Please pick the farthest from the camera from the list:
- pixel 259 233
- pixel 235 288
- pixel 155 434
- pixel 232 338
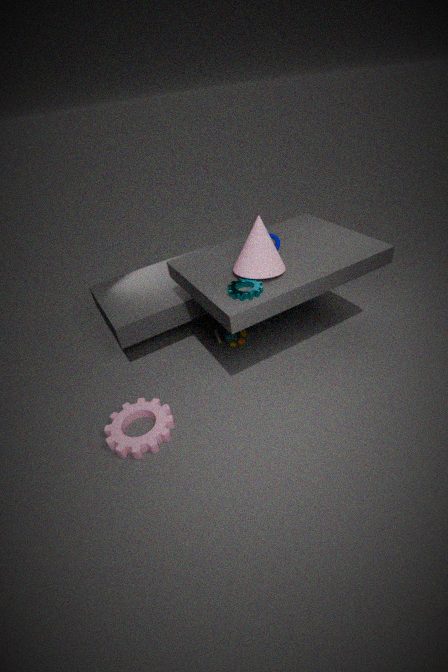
pixel 232 338
